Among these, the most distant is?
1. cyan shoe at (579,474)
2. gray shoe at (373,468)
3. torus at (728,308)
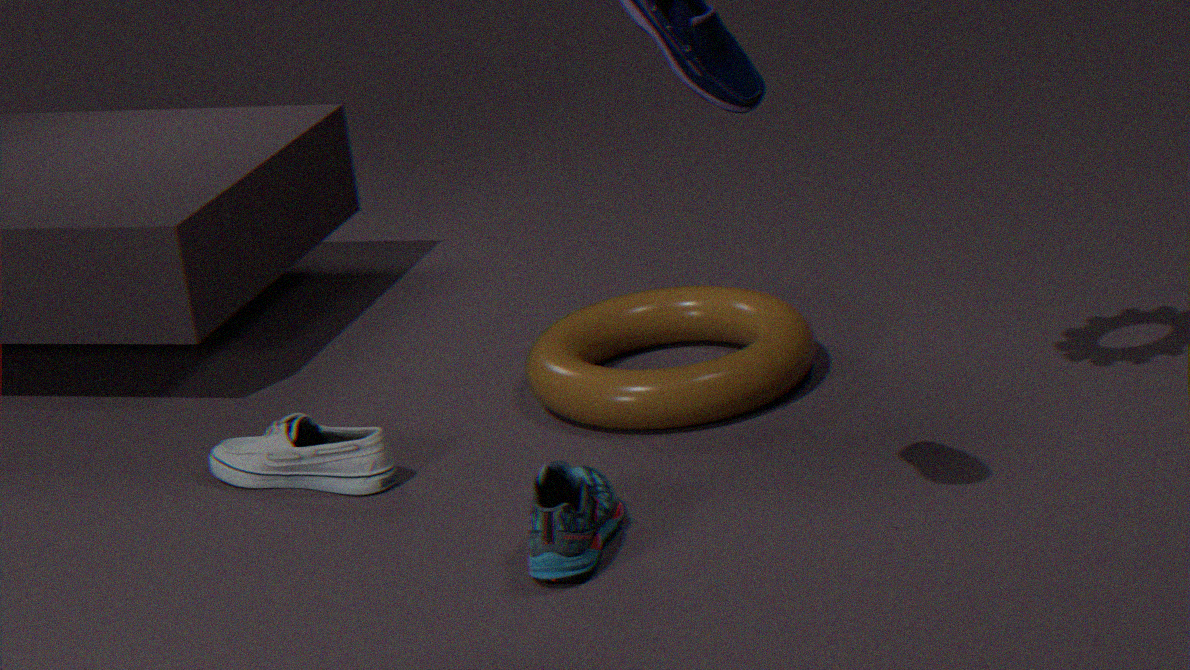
torus at (728,308)
